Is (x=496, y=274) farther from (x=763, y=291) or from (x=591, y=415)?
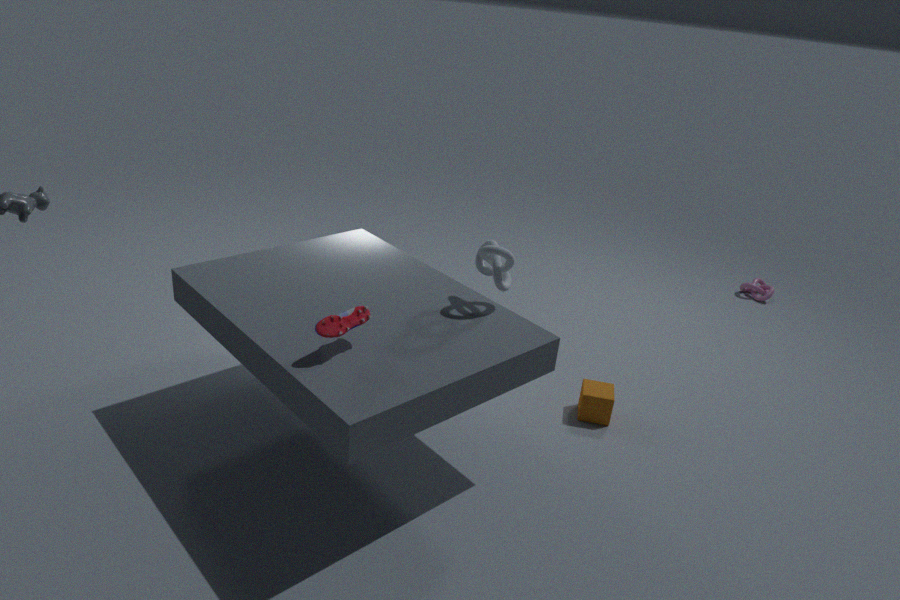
(x=763, y=291)
